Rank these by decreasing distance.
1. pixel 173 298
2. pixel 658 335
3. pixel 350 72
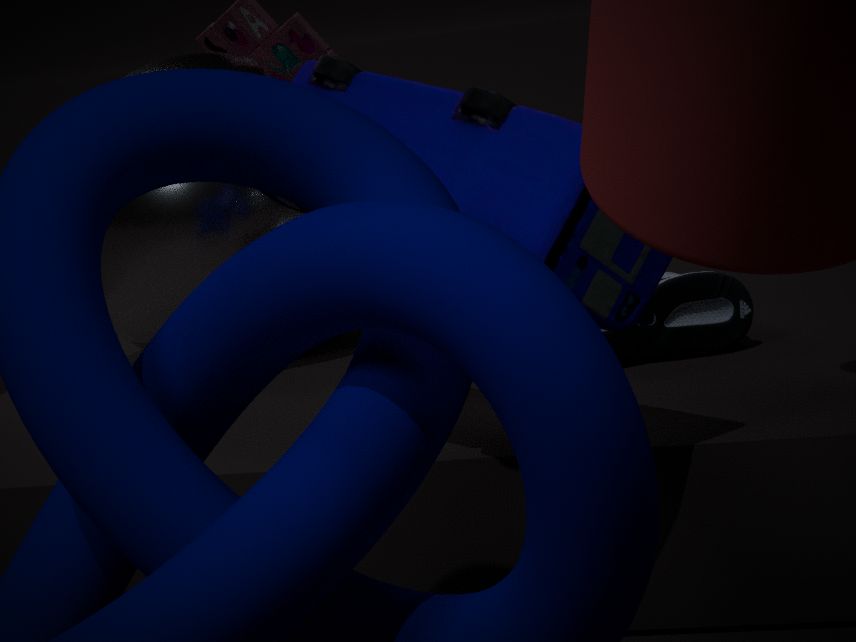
1. pixel 173 298
2. pixel 658 335
3. pixel 350 72
